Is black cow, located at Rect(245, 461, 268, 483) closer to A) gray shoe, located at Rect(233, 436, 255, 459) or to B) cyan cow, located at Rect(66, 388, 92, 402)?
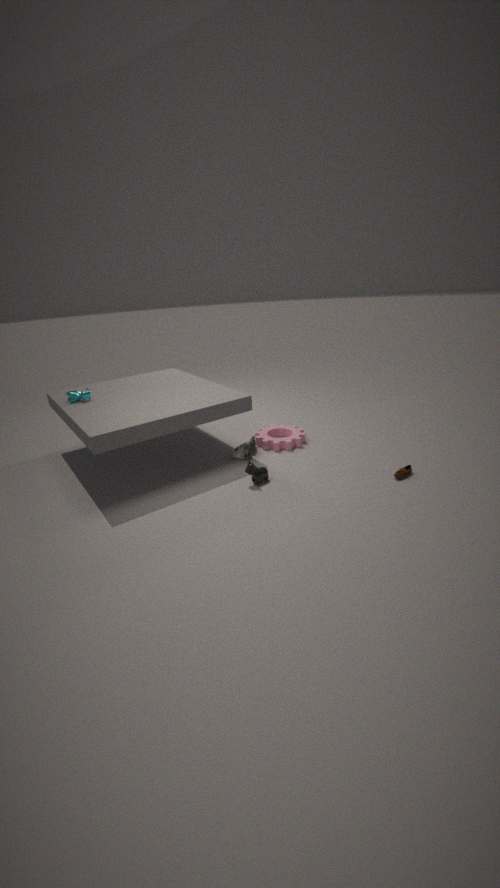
A) gray shoe, located at Rect(233, 436, 255, 459)
